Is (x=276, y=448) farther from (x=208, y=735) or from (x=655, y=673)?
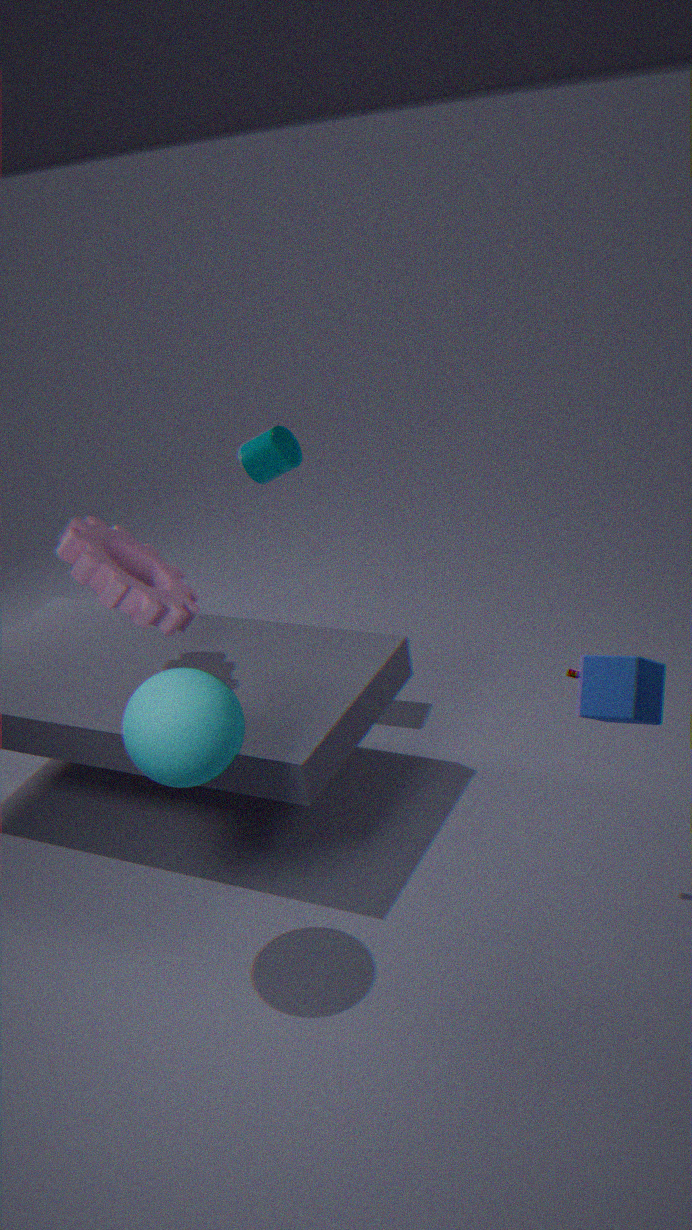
Result: (x=655, y=673)
